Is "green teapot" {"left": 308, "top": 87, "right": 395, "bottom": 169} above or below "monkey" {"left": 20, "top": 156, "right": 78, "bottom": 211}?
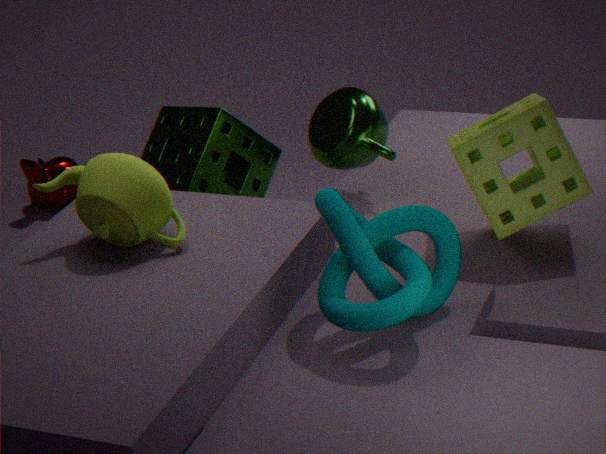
above
